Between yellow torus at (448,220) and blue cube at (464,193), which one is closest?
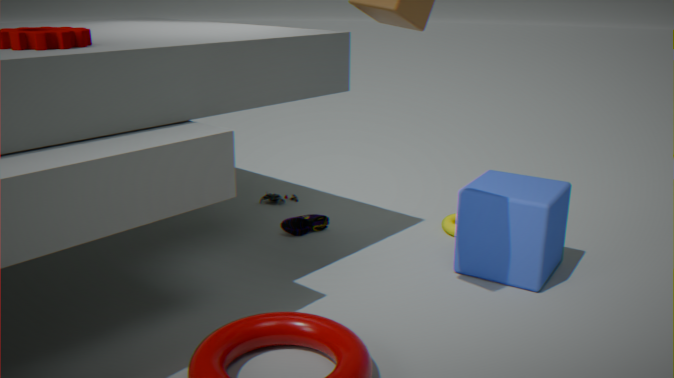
blue cube at (464,193)
